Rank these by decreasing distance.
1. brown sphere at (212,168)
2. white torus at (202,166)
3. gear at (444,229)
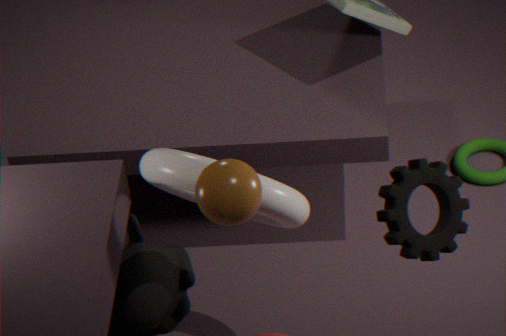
1. white torus at (202,166)
2. gear at (444,229)
3. brown sphere at (212,168)
